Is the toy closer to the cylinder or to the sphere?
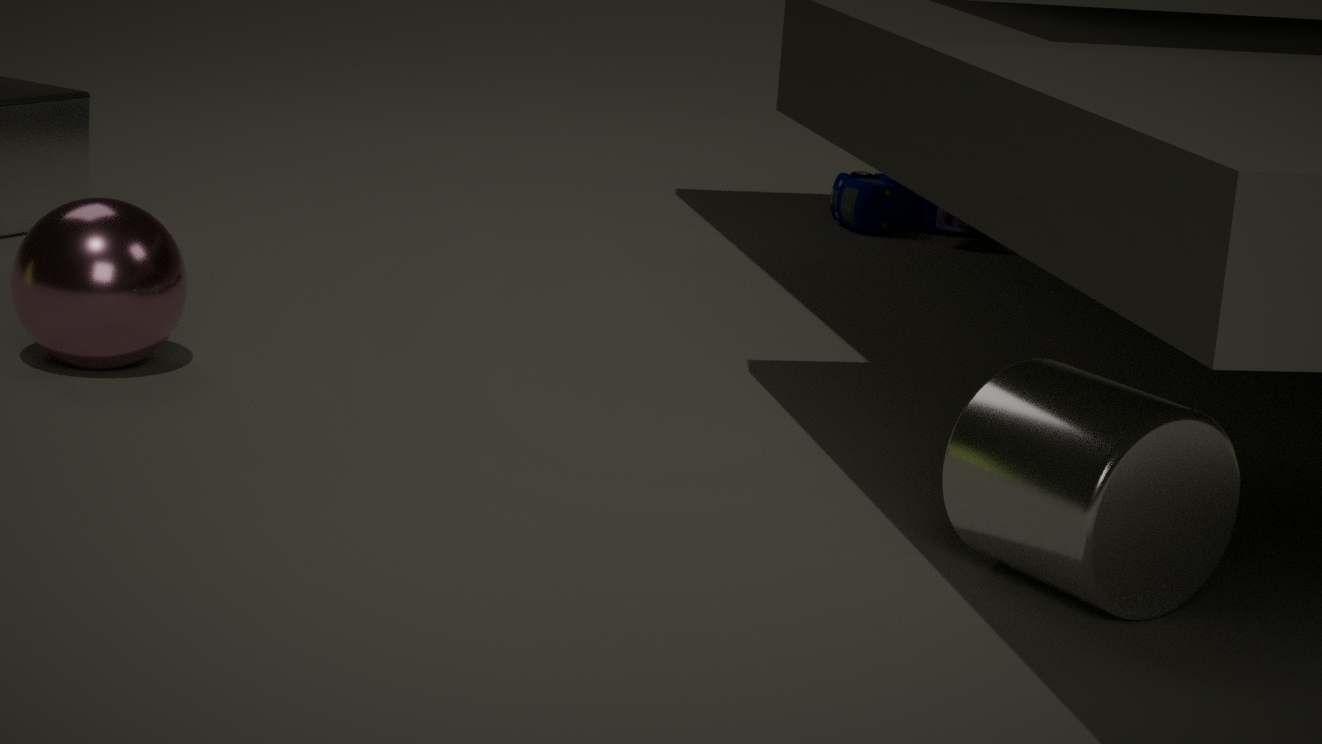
the sphere
